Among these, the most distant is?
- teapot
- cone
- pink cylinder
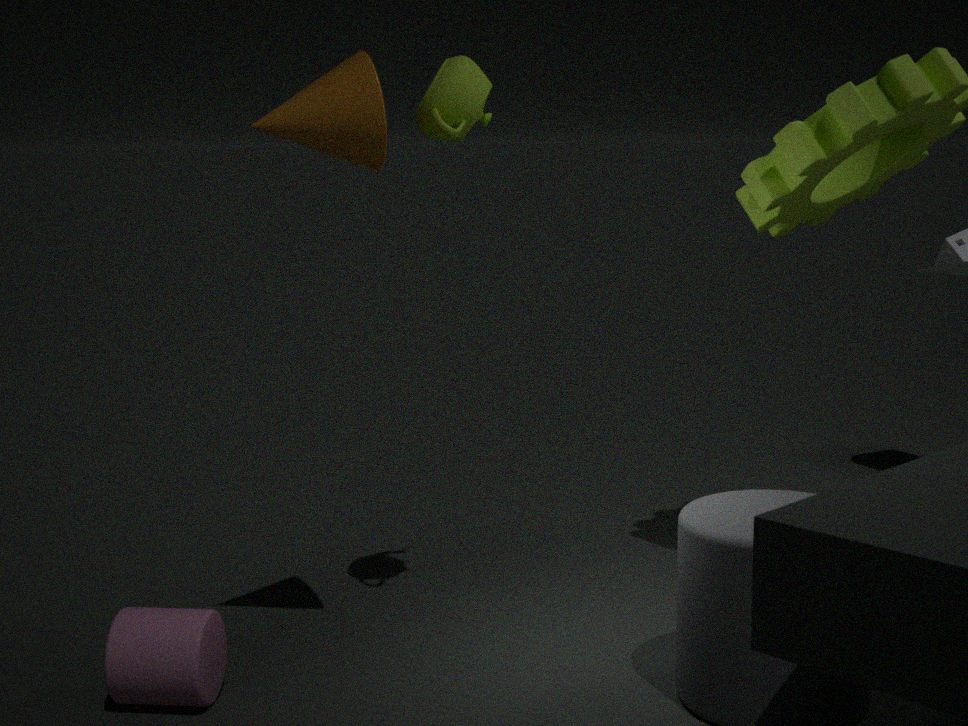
teapot
